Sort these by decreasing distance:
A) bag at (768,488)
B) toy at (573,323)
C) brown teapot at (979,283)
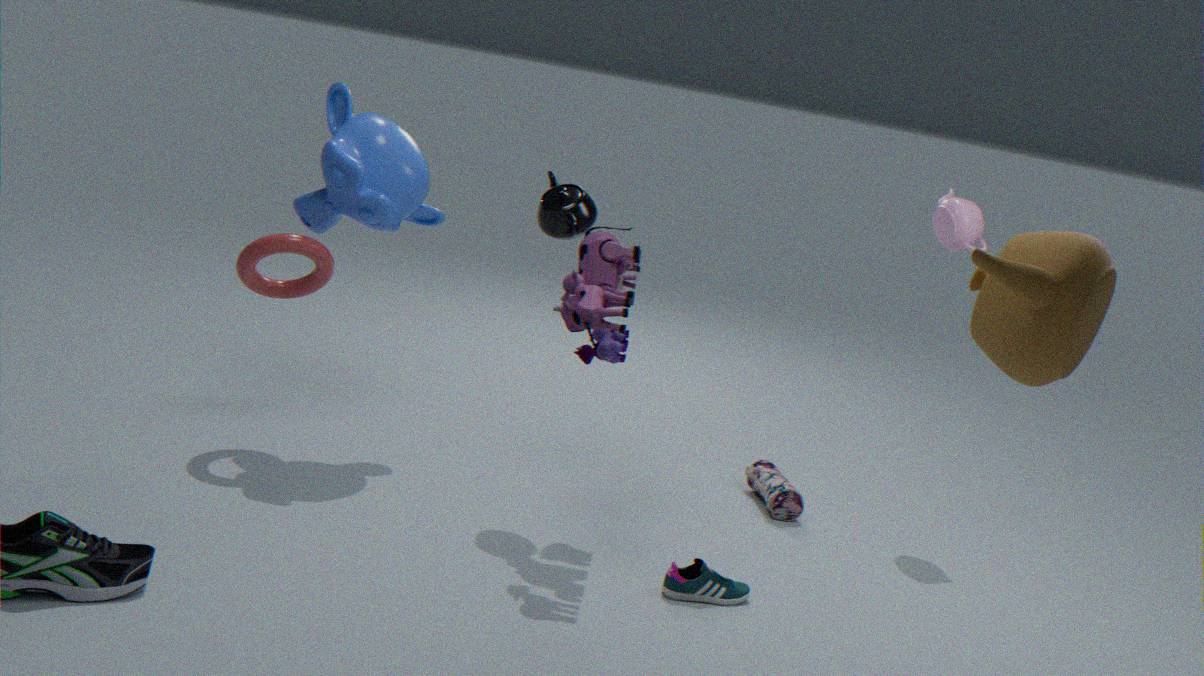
bag at (768,488) → toy at (573,323) → brown teapot at (979,283)
